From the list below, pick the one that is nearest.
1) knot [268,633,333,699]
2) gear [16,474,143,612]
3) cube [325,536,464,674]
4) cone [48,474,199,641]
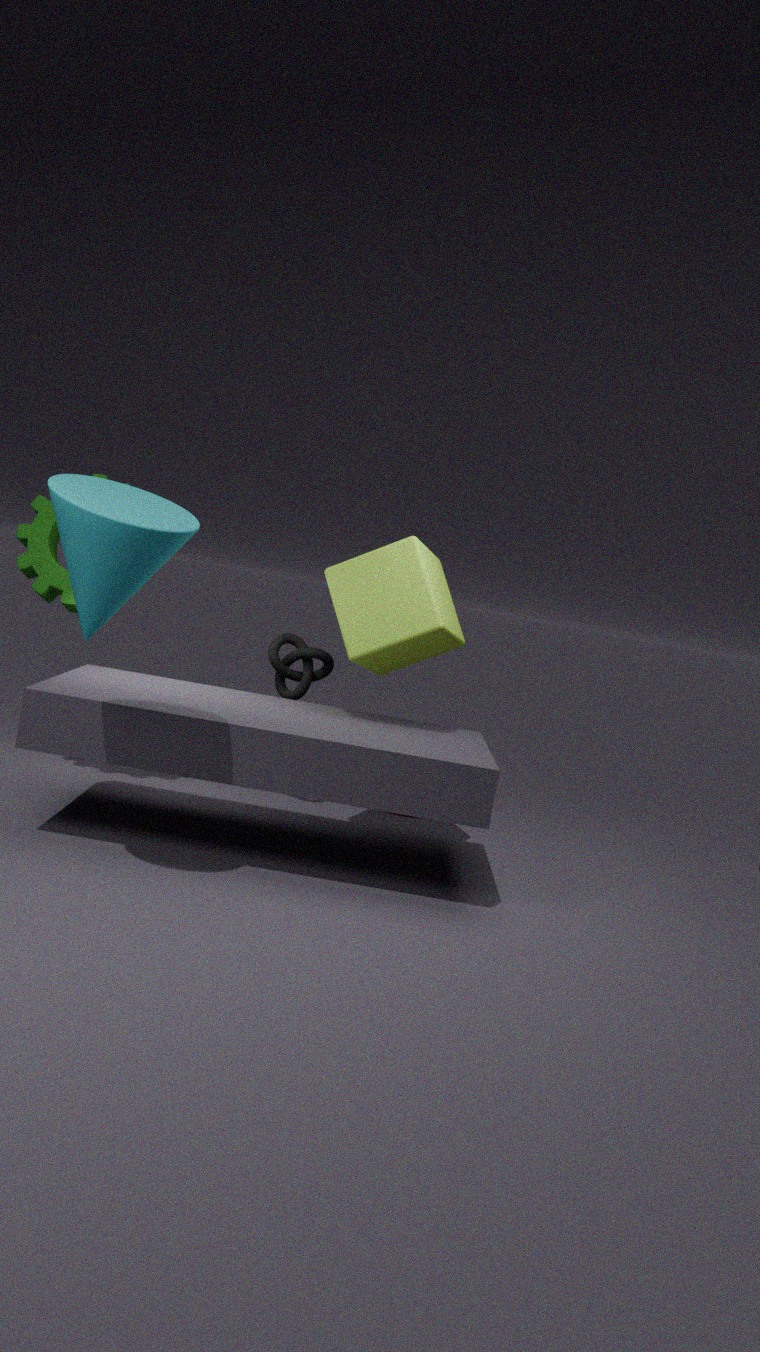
4. cone [48,474,199,641]
